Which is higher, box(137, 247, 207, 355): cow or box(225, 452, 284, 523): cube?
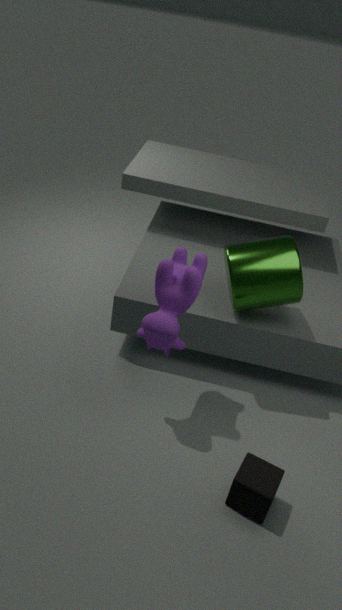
box(137, 247, 207, 355): cow
